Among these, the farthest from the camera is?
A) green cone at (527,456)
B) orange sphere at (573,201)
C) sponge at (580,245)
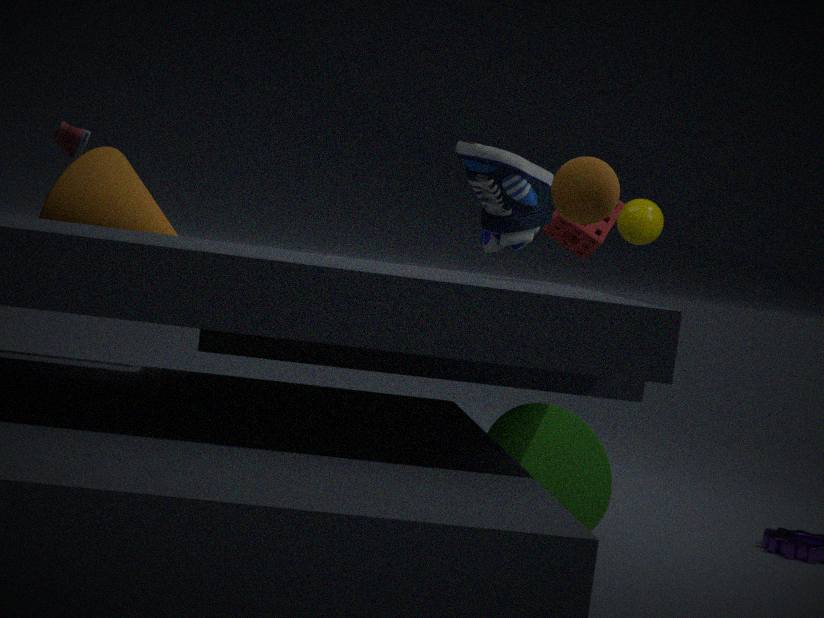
sponge at (580,245)
